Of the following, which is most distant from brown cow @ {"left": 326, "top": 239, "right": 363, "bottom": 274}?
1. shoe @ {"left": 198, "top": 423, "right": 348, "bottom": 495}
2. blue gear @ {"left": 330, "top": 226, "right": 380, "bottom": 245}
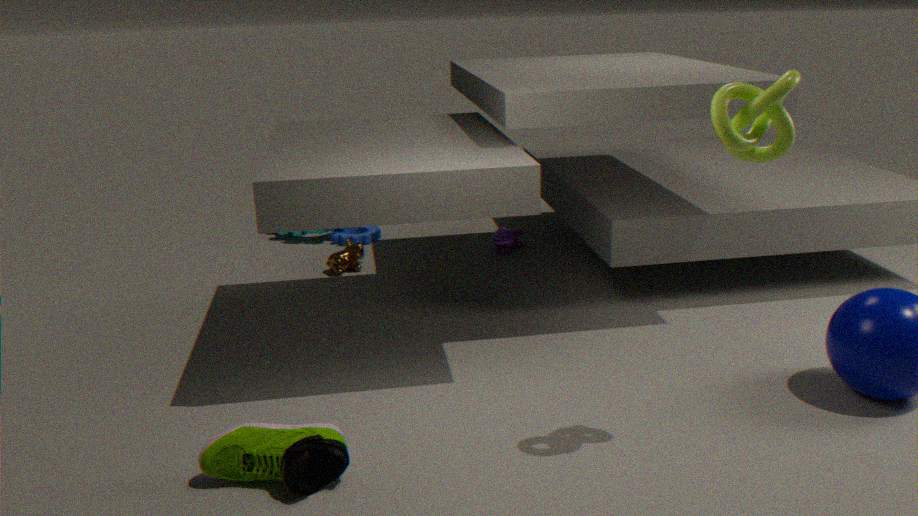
shoe @ {"left": 198, "top": 423, "right": 348, "bottom": 495}
